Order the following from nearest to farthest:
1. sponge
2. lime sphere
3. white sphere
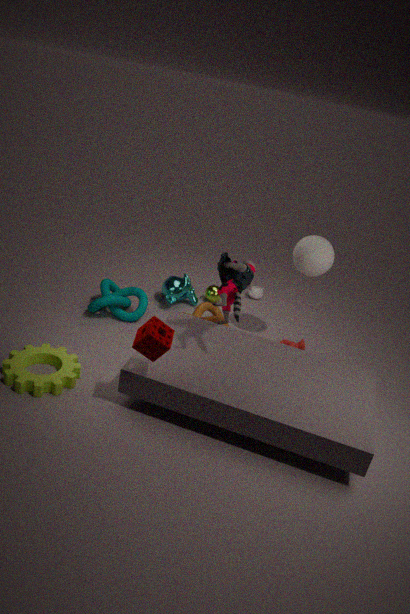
sponge, white sphere, lime sphere
